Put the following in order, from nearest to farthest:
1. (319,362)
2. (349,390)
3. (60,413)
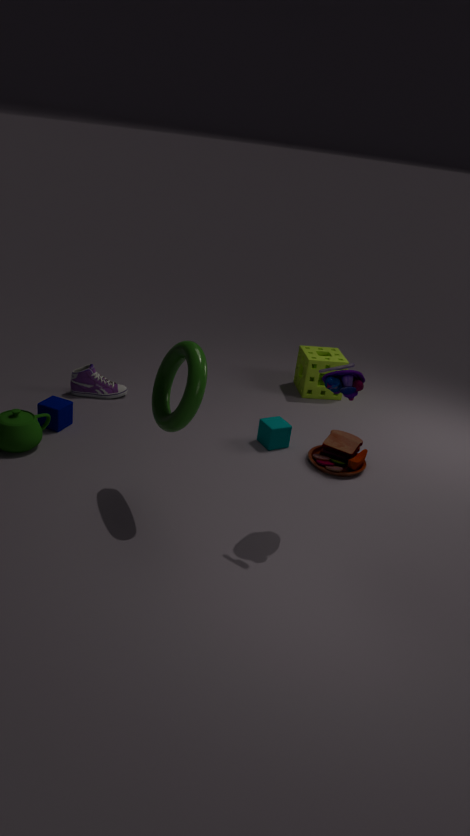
1. (349,390)
2. (60,413)
3. (319,362)
